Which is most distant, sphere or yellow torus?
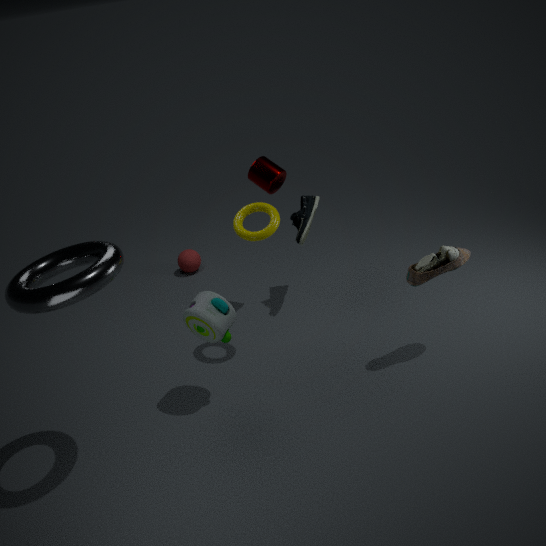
sphere
